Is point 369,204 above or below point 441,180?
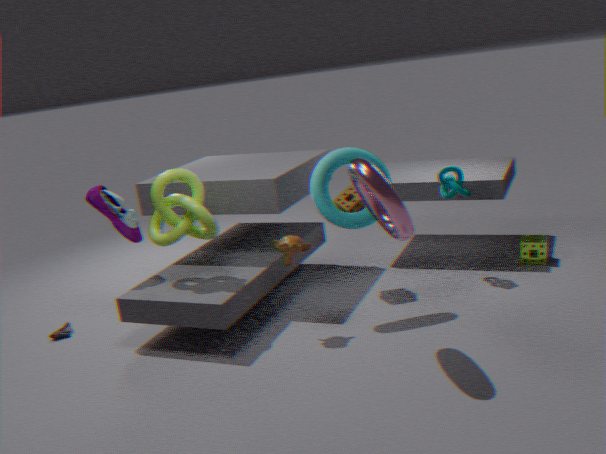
above
